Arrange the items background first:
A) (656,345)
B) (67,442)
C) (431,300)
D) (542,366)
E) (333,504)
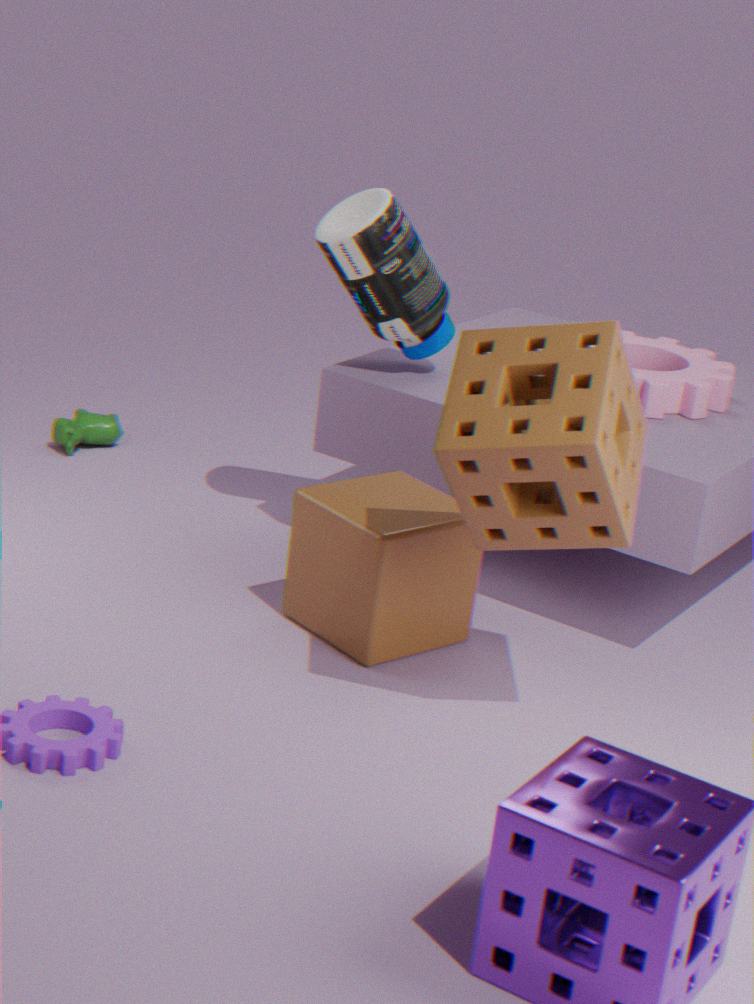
1. (67,442)
2. (656,345)
3. (431,300)
4. (333,504)
5. (542,366)
